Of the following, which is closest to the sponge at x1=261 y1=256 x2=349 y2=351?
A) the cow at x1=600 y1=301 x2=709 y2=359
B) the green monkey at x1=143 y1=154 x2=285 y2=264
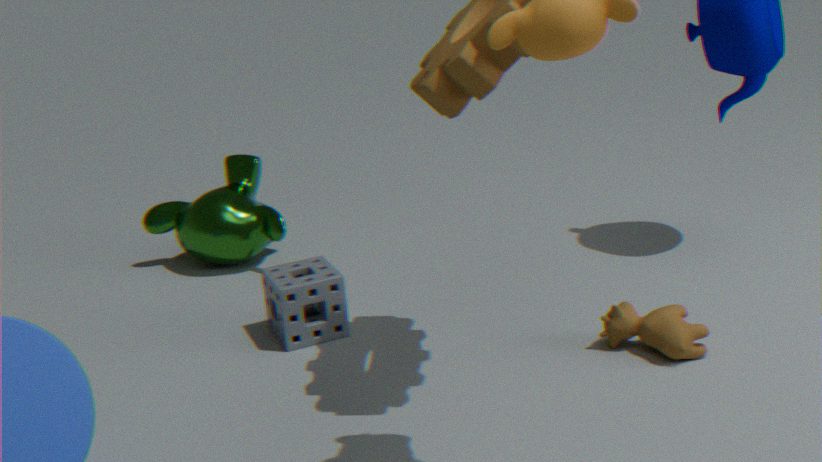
the green monkey at x1=143 y1=154 x2=285 y2=264
